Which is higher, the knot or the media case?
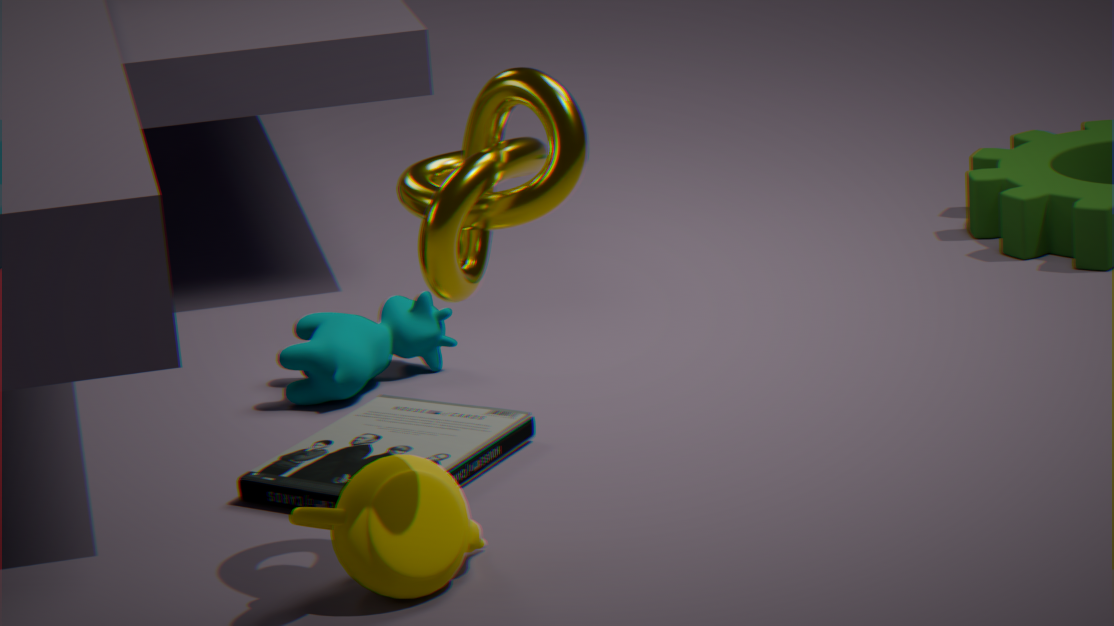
the knot
